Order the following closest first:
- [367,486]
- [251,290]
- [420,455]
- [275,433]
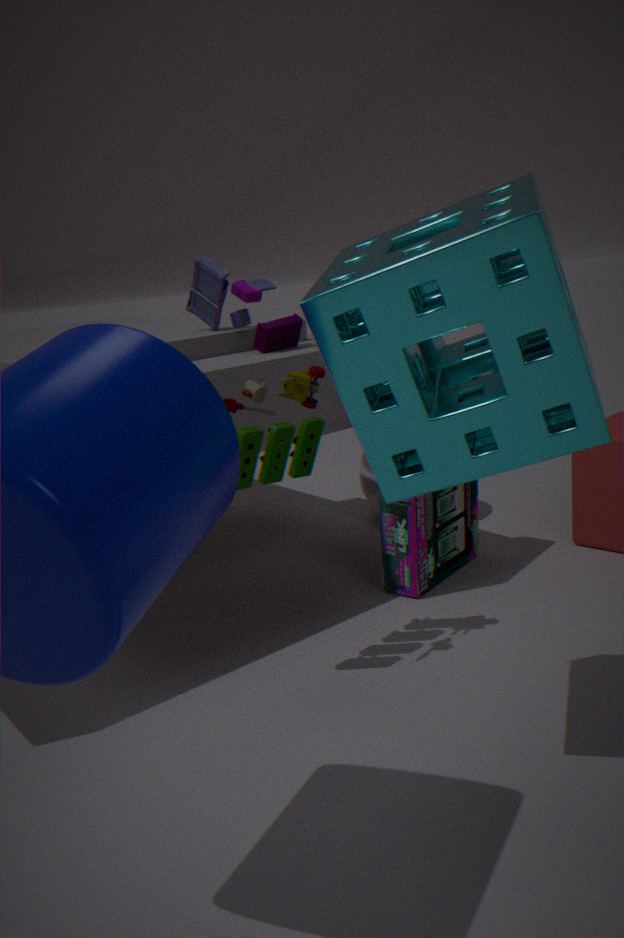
1. [420,455]
2. [275,433]
3. [251,290]
4. [367,486]
